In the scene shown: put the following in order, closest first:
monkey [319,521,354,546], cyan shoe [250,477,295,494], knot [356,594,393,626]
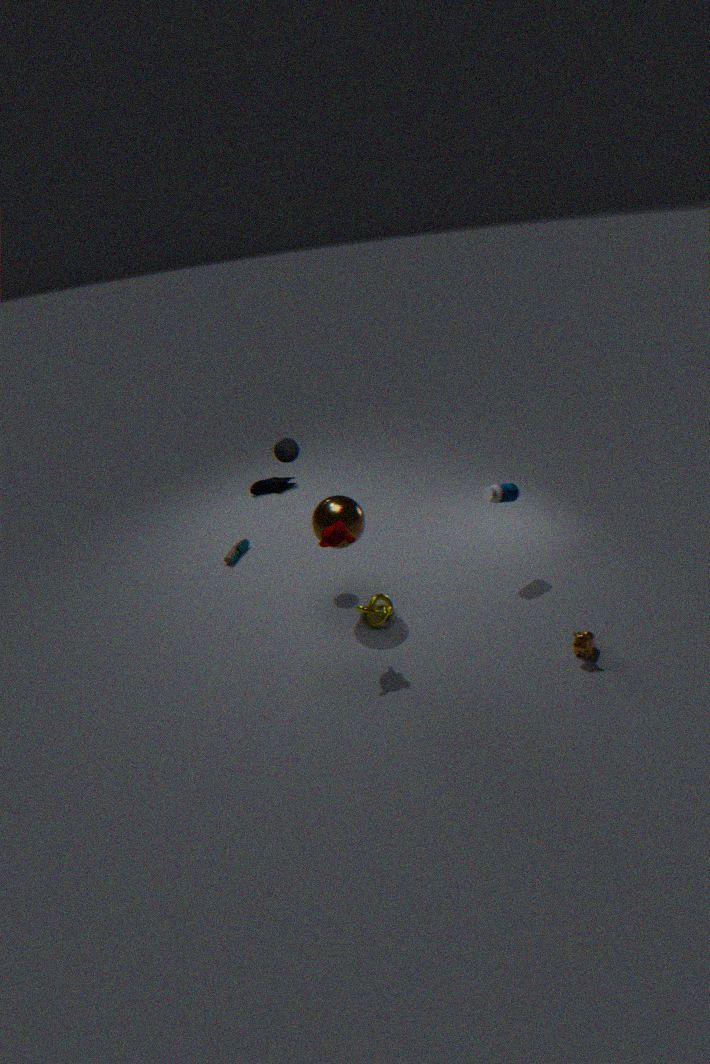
monkey [319,521,354,546] → knot [356,594,393,626] → cyan shoe [250,477,295,494]
